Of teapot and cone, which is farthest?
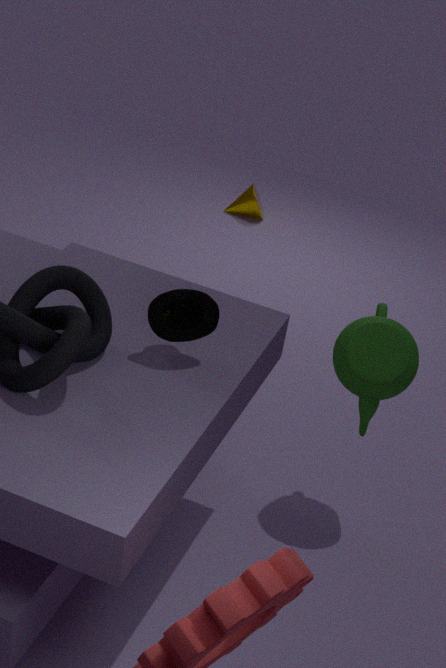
cone
